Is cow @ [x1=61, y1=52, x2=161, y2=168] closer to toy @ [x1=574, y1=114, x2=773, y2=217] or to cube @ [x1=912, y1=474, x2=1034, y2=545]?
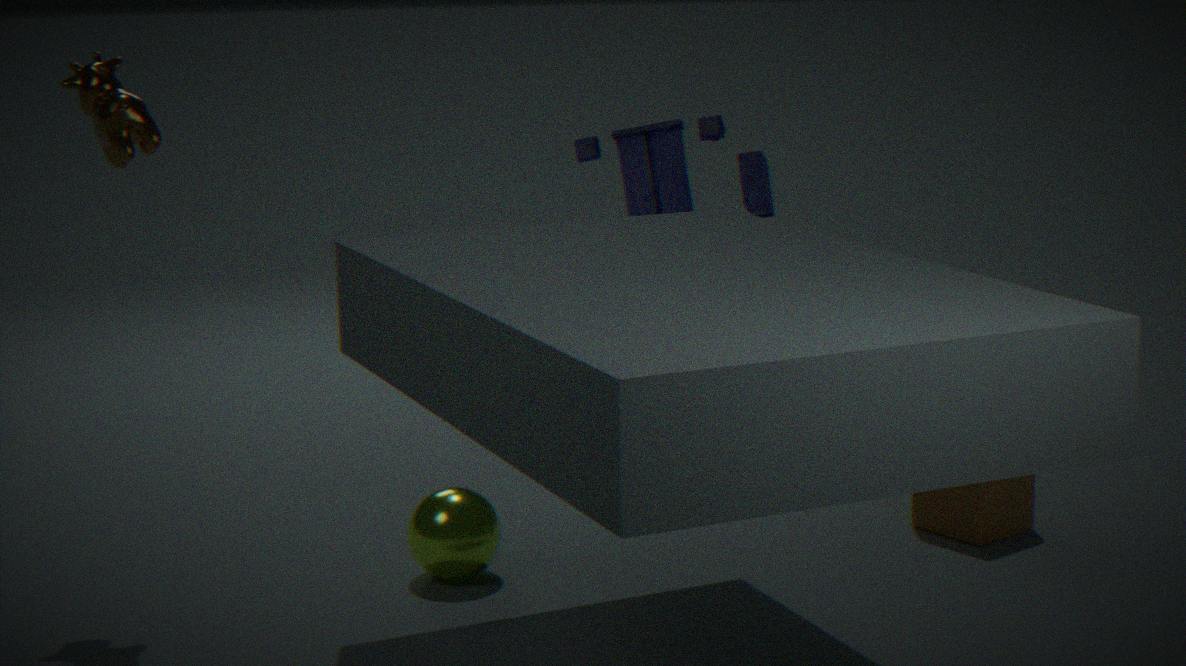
toy @ [x1=574, y1=114, x2=773, y2=217]
